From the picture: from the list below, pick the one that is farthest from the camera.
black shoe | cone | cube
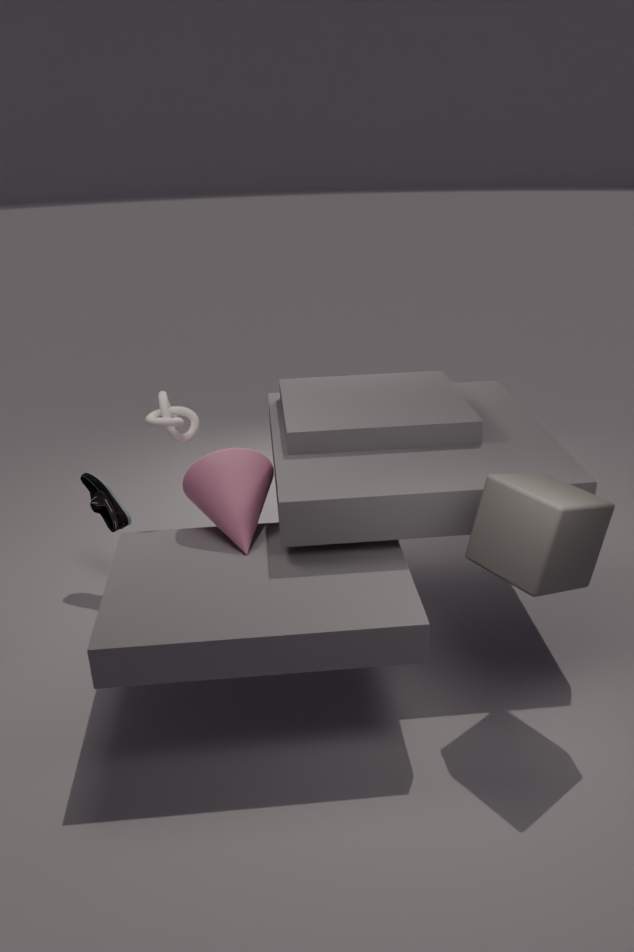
black shoe
